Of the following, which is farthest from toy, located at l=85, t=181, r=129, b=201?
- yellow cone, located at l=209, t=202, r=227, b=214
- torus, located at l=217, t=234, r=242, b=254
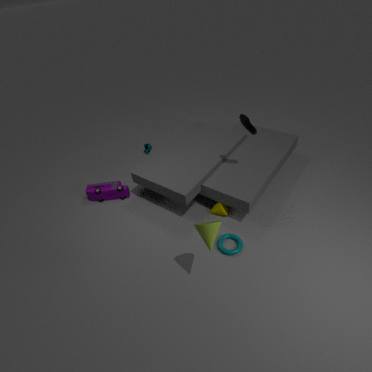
torus, located at l=217, t=234, r=242, b=254
